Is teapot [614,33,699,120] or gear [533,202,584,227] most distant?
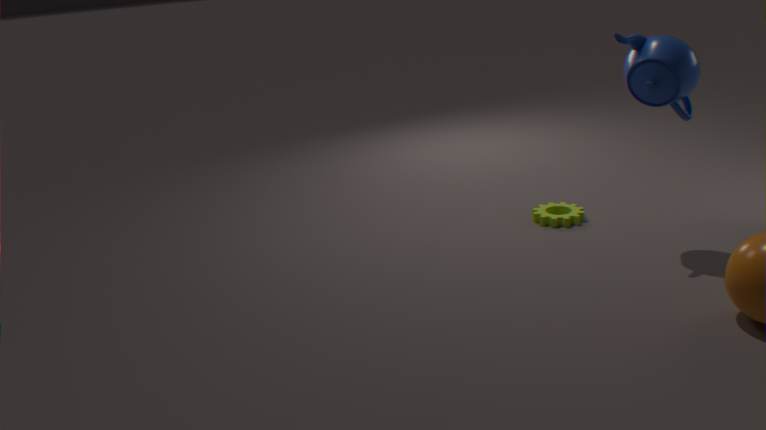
gear [533,202,584,227]
